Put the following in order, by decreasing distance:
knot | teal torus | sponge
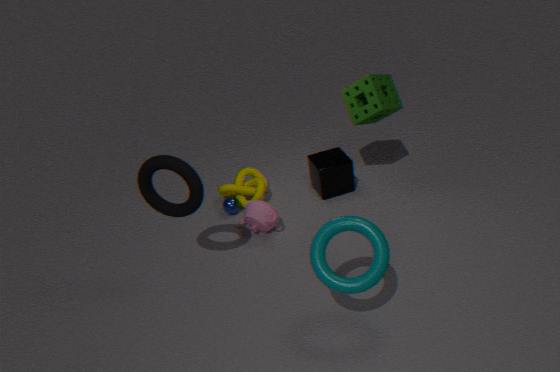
1. knot
2. sponge
3. teal torus
